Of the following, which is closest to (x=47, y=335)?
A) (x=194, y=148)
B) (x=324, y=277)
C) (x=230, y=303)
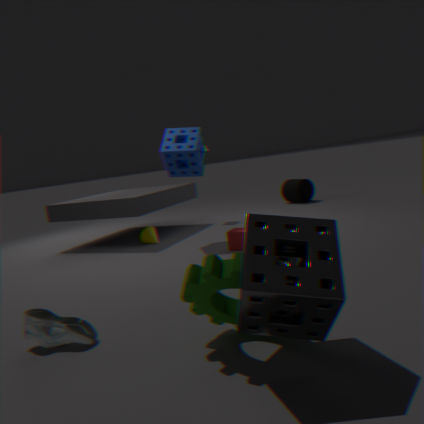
(x=230, y=303)
